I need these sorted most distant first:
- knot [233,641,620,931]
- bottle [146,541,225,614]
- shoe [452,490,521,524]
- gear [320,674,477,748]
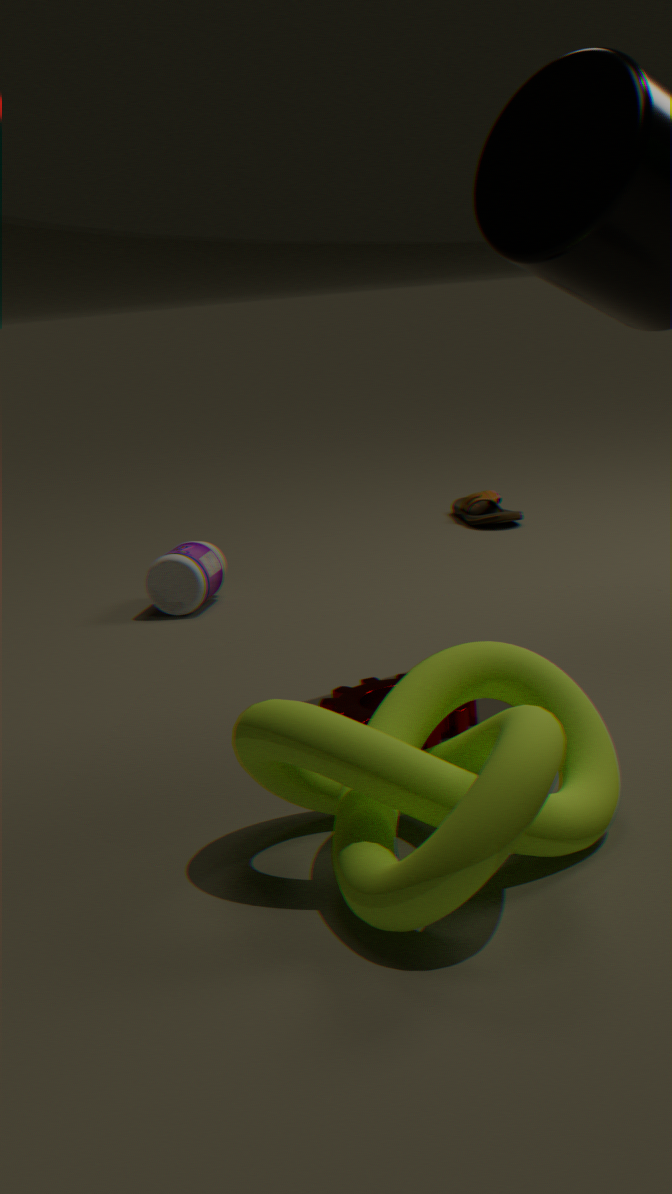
shoe [452,490,521,524] → bottle [146,541,225,614] → gear [320,674,477,748] → knot [233,641,620,931]
